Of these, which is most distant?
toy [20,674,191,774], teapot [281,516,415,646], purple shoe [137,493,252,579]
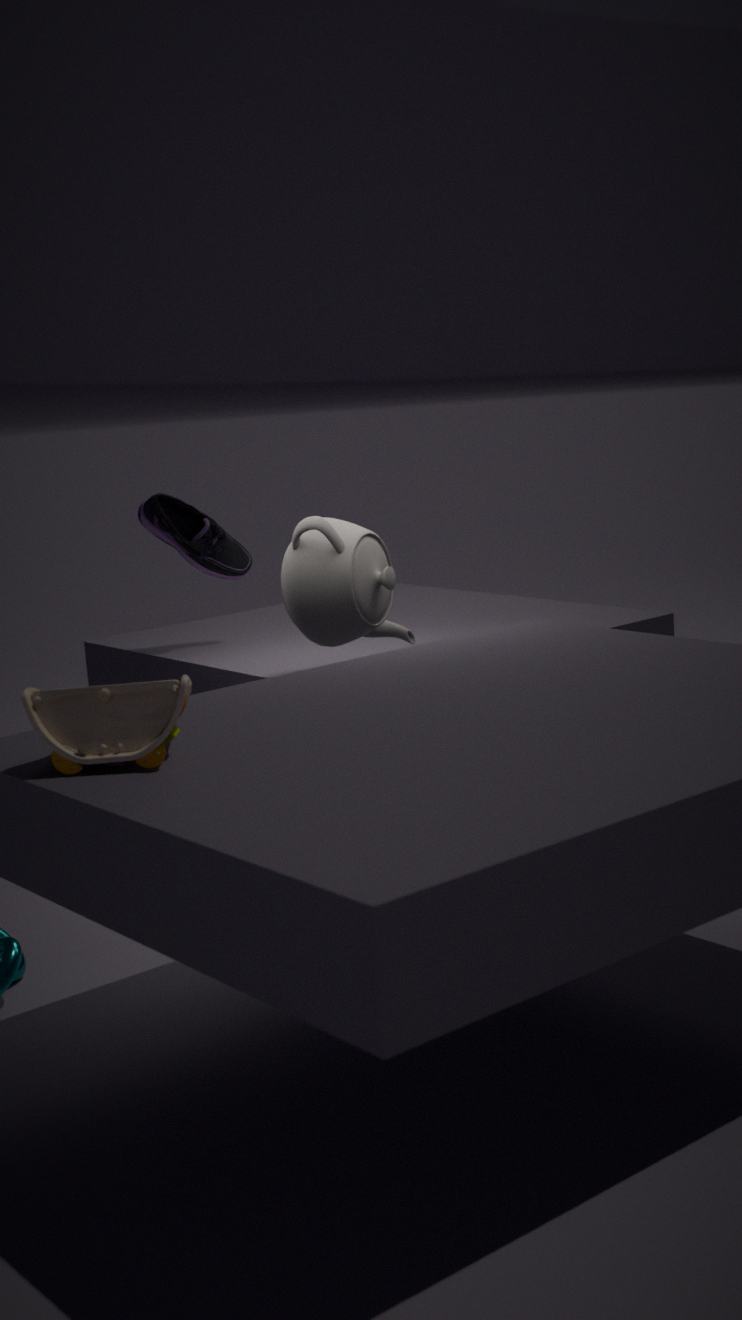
purple shoe [137,493,252,579]
